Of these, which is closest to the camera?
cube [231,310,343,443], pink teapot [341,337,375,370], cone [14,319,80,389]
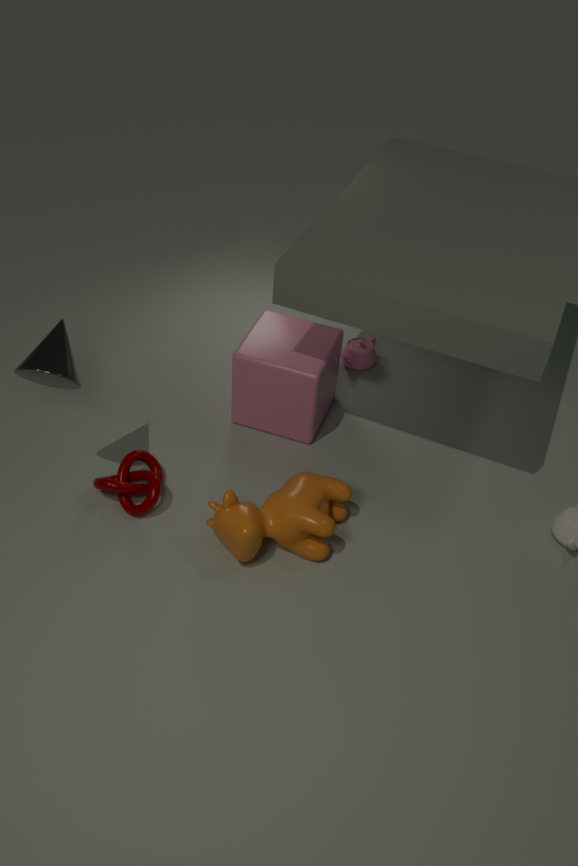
cone [14,319,80,389]
